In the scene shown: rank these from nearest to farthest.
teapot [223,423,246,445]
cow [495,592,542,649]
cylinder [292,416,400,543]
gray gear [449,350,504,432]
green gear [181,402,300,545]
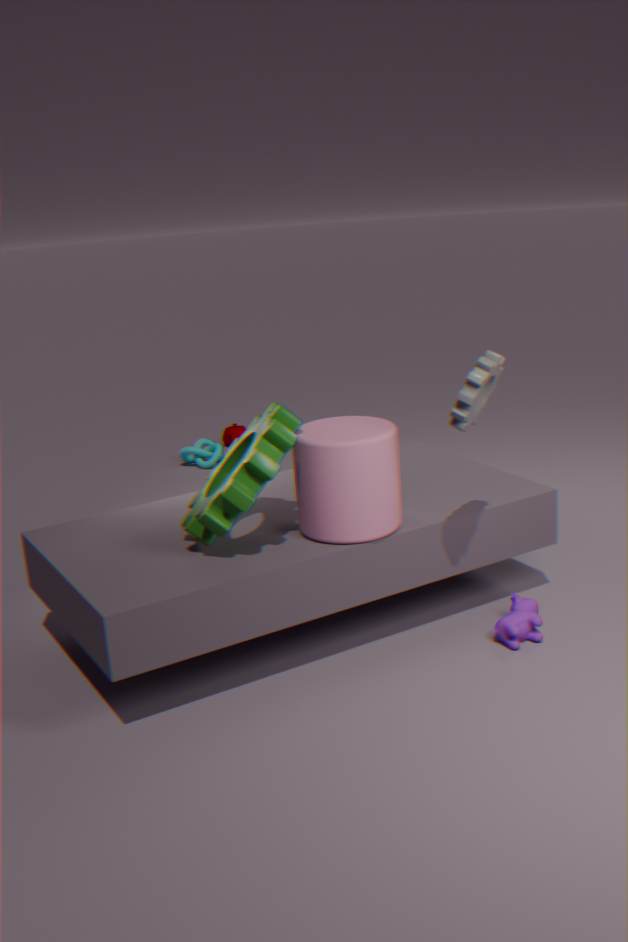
gray gear [449,350,504,432] → green gear [181,402,300,545] → cylinder [292,416,400,543] → cow [495,592,542,649] → teapot [223,423,246,445]
